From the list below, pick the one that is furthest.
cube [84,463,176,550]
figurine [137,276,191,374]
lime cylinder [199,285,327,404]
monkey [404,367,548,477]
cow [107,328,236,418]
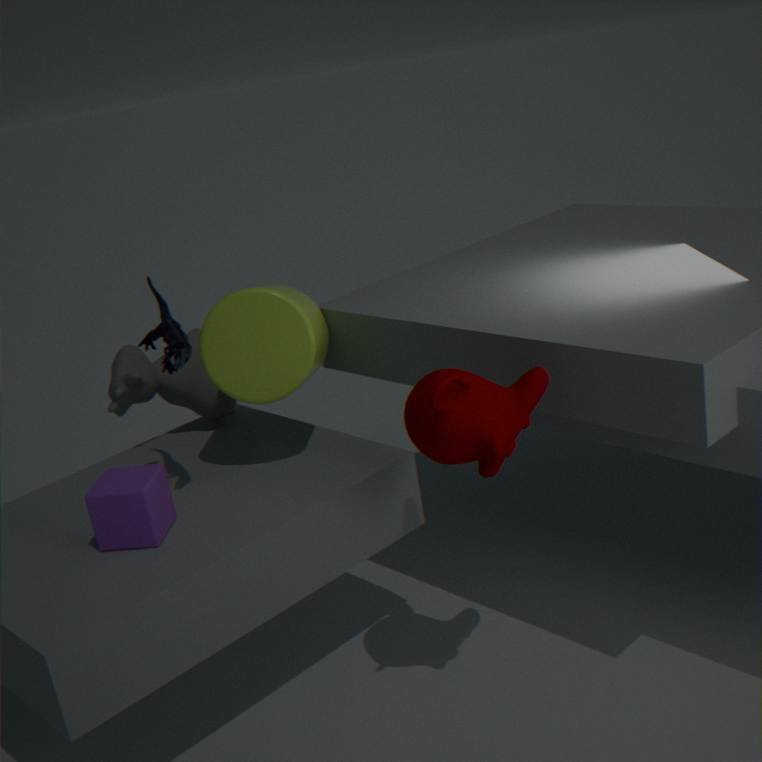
cow [107,328,236,418]
